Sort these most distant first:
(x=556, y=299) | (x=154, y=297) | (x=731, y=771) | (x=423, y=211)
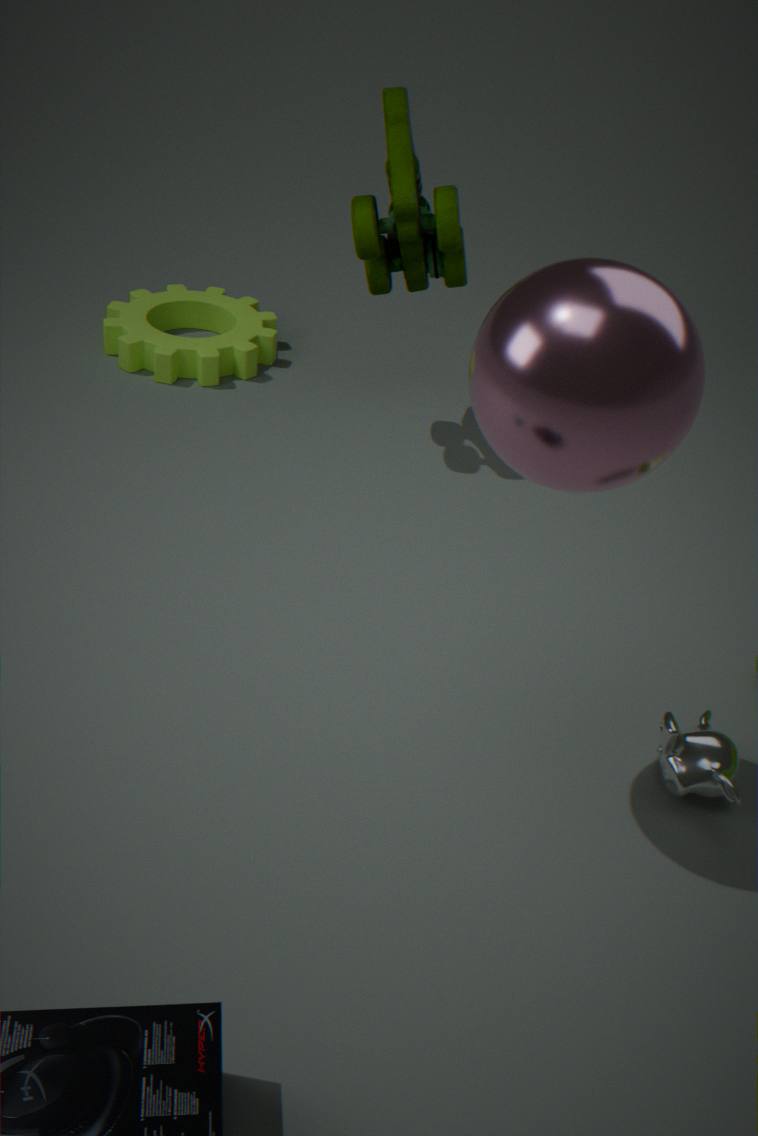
(x=154, y=297), (x=423, y=211), (x=731, y=771), (x=556, y=299)
